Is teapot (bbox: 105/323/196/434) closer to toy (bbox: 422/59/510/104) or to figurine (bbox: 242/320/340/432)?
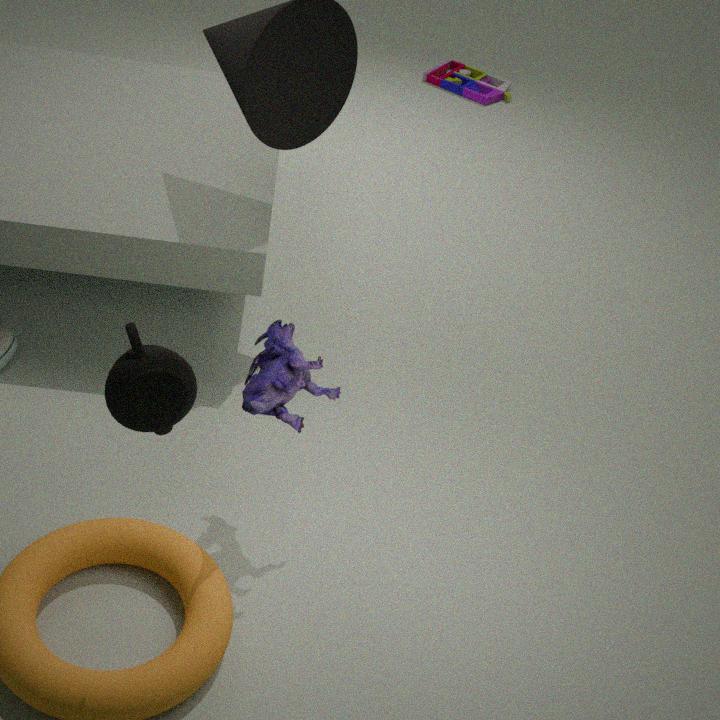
figurine (bbox: 242/320/340/432)
